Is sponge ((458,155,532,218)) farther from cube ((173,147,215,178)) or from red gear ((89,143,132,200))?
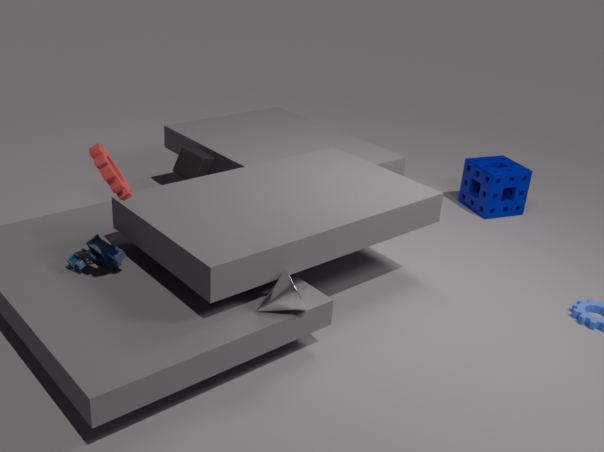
red gear ((89,143,132,200))
